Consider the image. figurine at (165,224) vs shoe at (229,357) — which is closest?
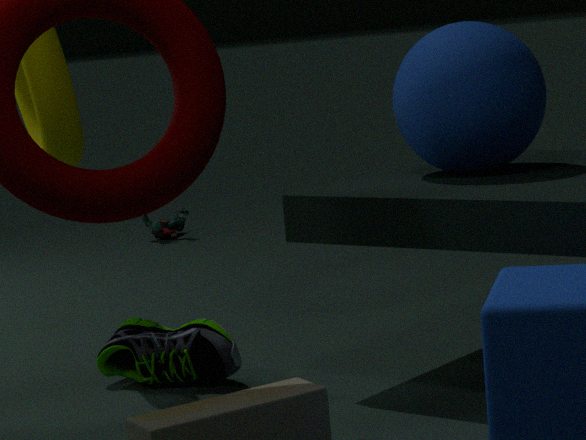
shoe at (229,357)
